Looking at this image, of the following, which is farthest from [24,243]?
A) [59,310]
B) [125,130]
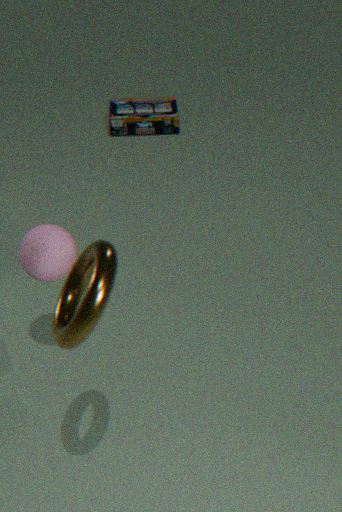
[125,130]
